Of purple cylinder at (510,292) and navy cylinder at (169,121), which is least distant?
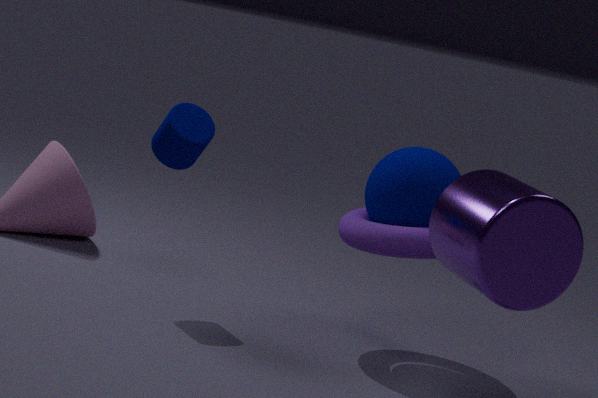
purple cylinder at (510,292)
